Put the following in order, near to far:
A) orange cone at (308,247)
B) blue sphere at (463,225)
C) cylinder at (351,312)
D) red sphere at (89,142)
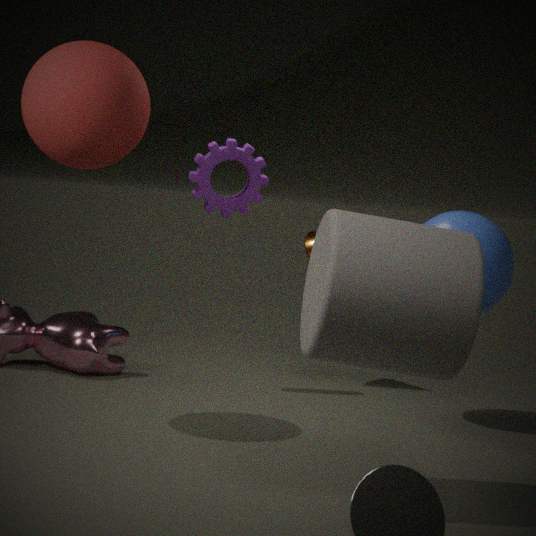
cylinder at (351,312), red sphere at (89,142), blue sphere at (463,225), orange cone at (308,247)
